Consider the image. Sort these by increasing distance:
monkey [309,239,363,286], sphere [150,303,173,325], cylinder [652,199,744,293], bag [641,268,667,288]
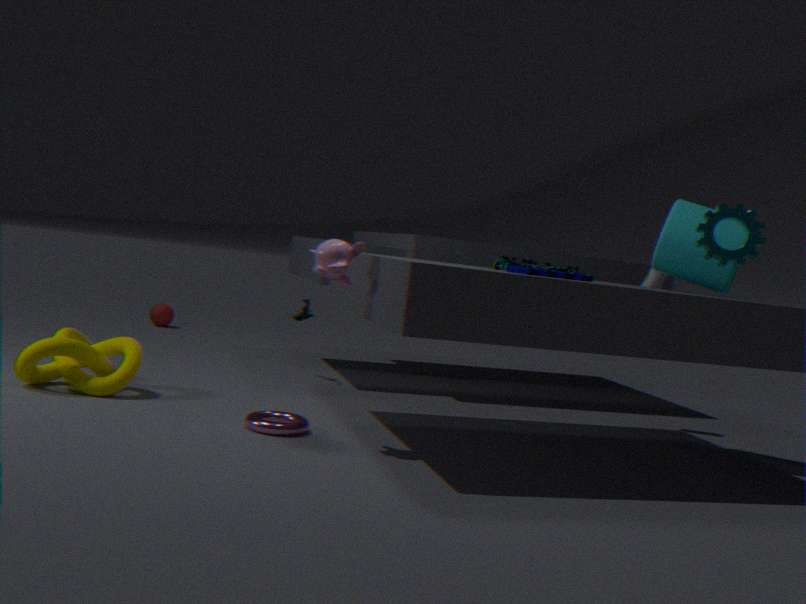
1. monkey [309,239,363,286]
2. cylinder [652,199,744,293]
3. bag [641,268,667,288]
4. sphere [150,303,173,325]
